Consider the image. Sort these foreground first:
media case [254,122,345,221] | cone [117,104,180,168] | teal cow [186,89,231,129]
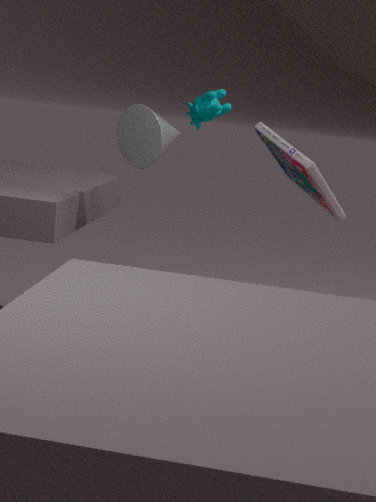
media case [254,122,345,221]
cone [117,104,180,168]
teal cow [186,89,231,129]
